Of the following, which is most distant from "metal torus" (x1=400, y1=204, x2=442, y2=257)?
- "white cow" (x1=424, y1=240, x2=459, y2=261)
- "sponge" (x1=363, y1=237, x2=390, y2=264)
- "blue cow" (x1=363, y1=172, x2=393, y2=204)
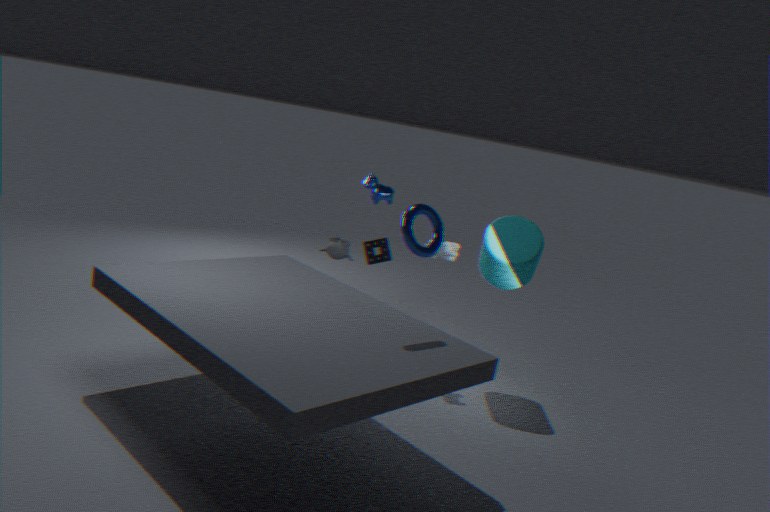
"sponge" (x1=363, y1=237, x2=390, y2=264)
